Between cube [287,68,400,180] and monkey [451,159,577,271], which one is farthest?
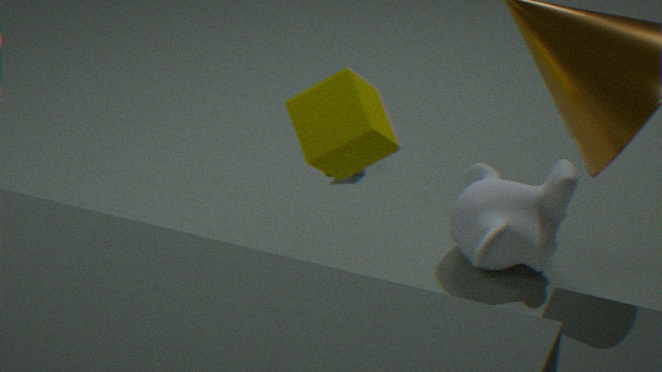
monkey [451,159,577,271]
